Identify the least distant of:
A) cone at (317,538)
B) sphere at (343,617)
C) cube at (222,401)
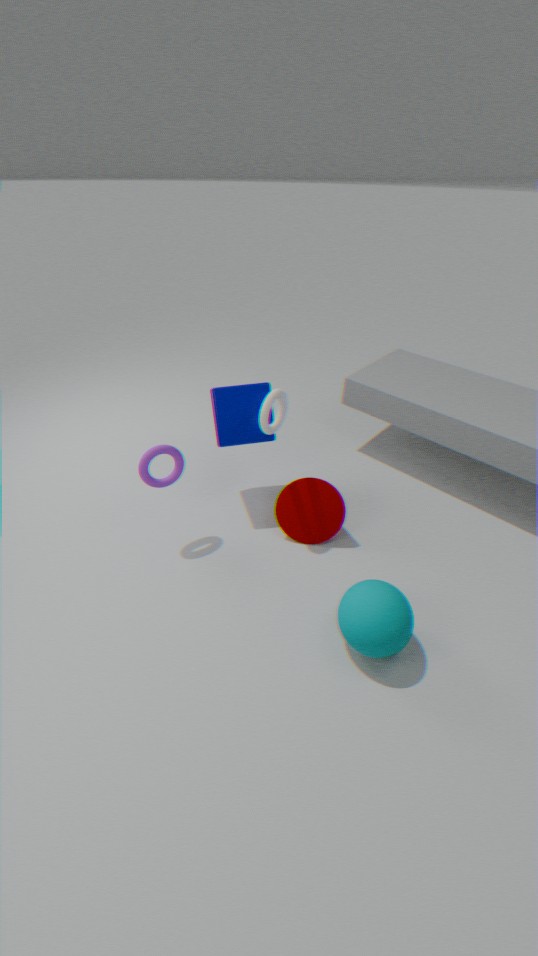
sphere at (343,617)
